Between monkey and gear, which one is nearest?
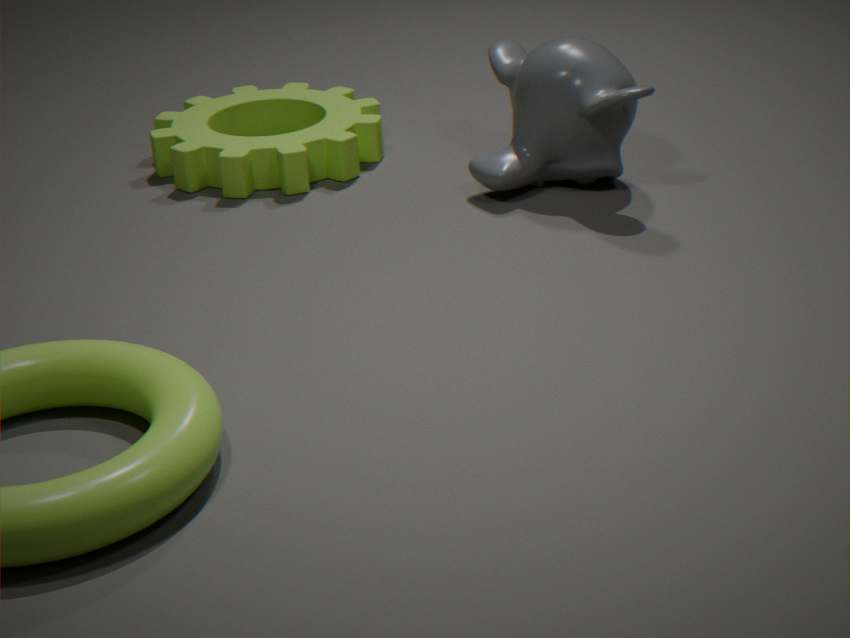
monkey
